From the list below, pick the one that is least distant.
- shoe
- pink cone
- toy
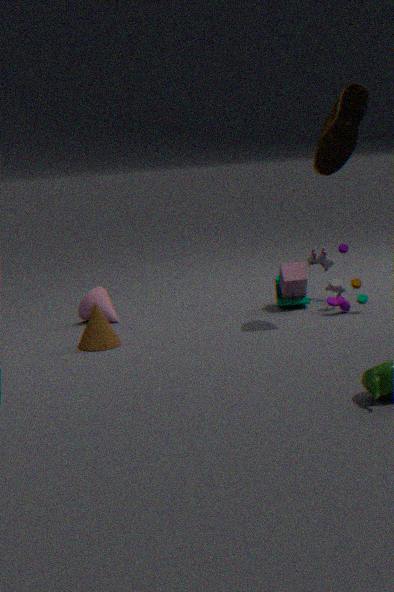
shoe
